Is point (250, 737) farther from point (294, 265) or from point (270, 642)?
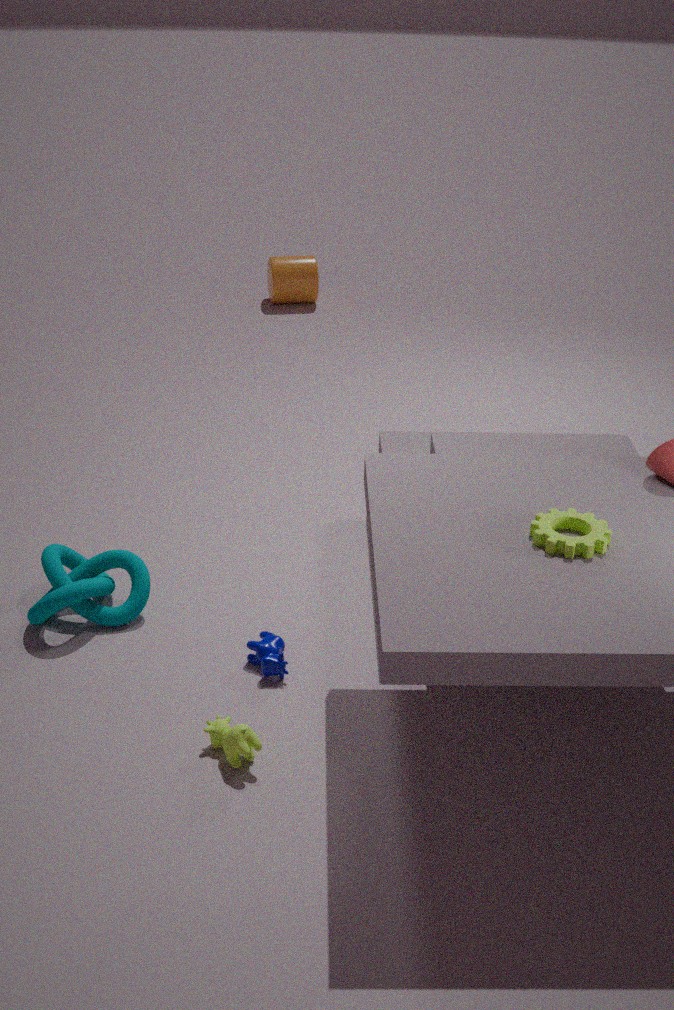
point (294, 265)
